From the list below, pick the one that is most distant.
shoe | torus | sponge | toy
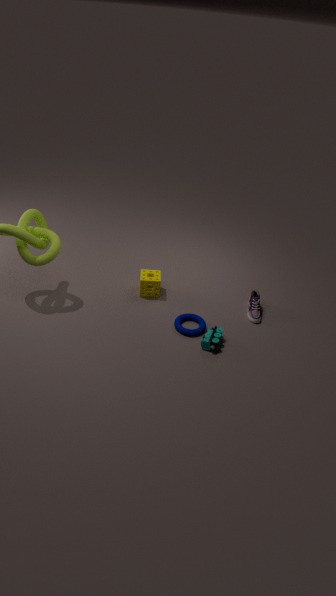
sponge
